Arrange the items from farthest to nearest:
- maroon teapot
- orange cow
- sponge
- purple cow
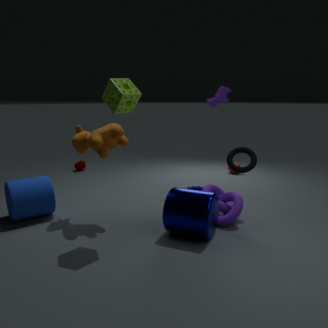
maroon teapot < purple cow < orange cow < sponge
